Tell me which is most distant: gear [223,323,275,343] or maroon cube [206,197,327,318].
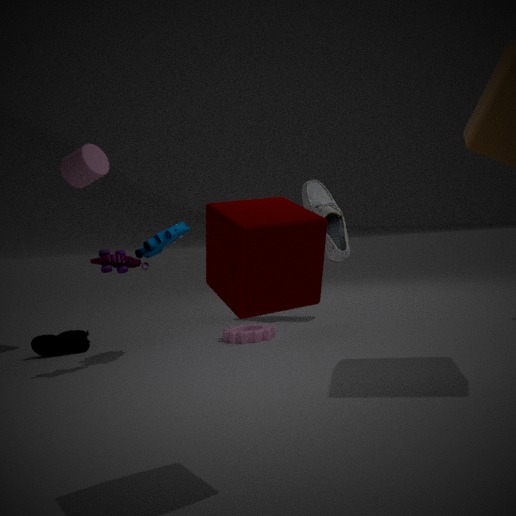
gear [223,323,275,343]
